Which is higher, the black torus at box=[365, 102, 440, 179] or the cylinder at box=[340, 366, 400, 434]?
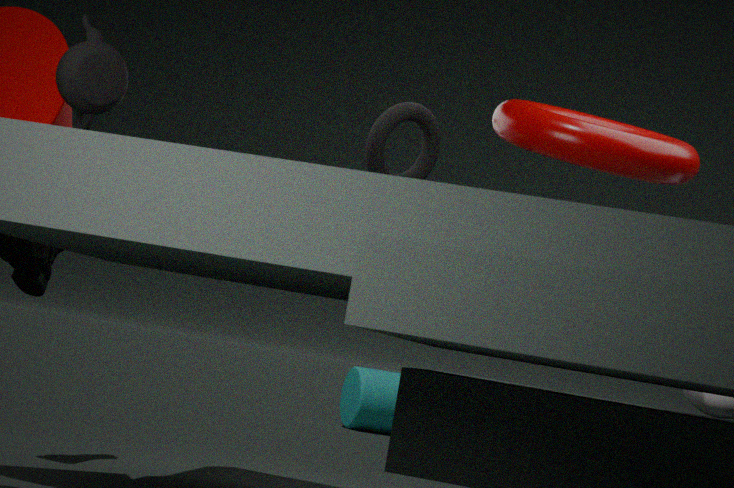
the black torus at box=[365, 102, 440, 179]
